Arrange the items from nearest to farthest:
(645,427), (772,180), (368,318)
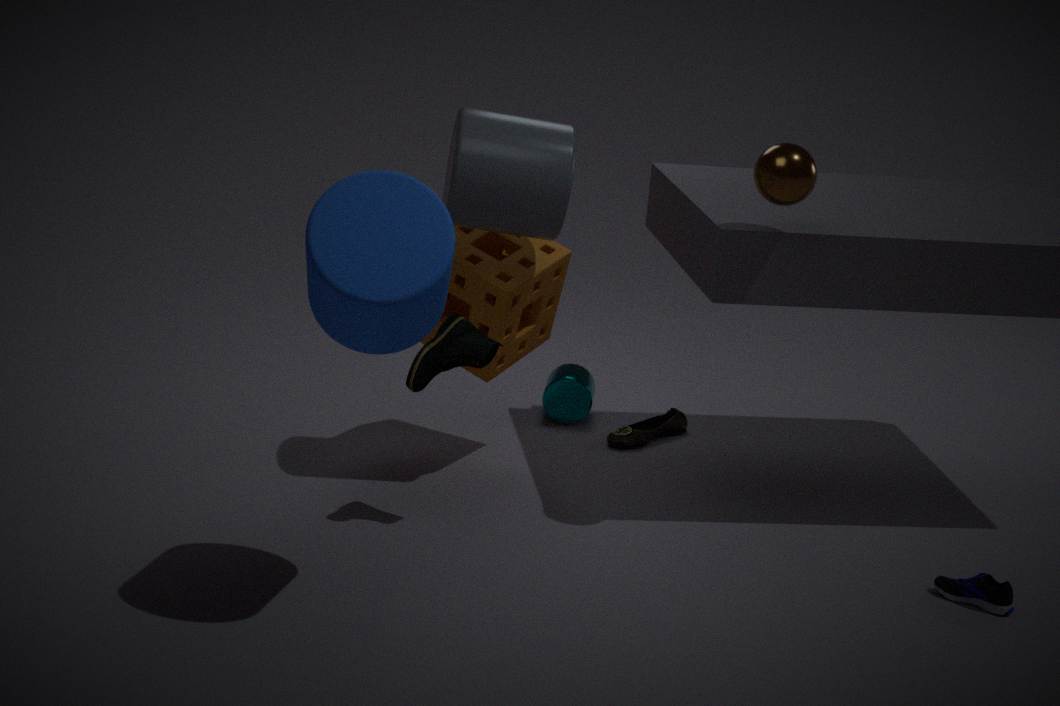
(368,318)
(772,180)
(645,427)
